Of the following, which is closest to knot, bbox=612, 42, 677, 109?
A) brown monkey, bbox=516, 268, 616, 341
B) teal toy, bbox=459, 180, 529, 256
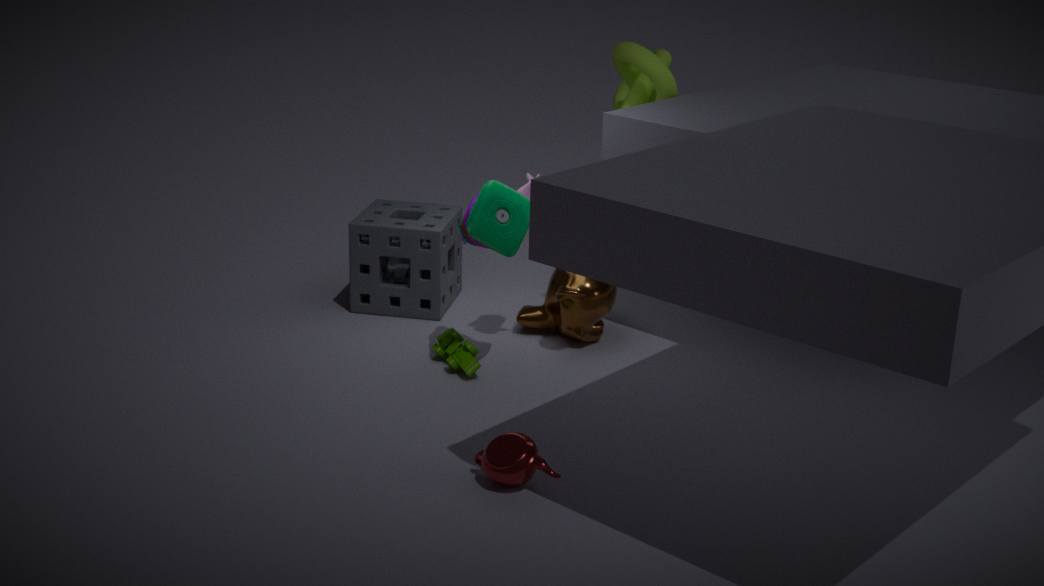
brown monkey, bbox=516, 268, 616, 341
